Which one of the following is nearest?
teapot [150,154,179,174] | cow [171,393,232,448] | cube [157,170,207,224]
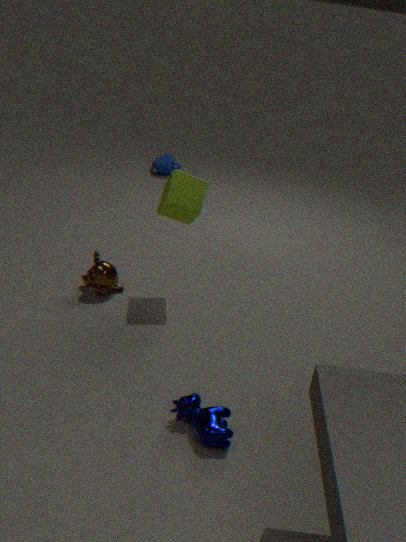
cow [171,393,232,448]
